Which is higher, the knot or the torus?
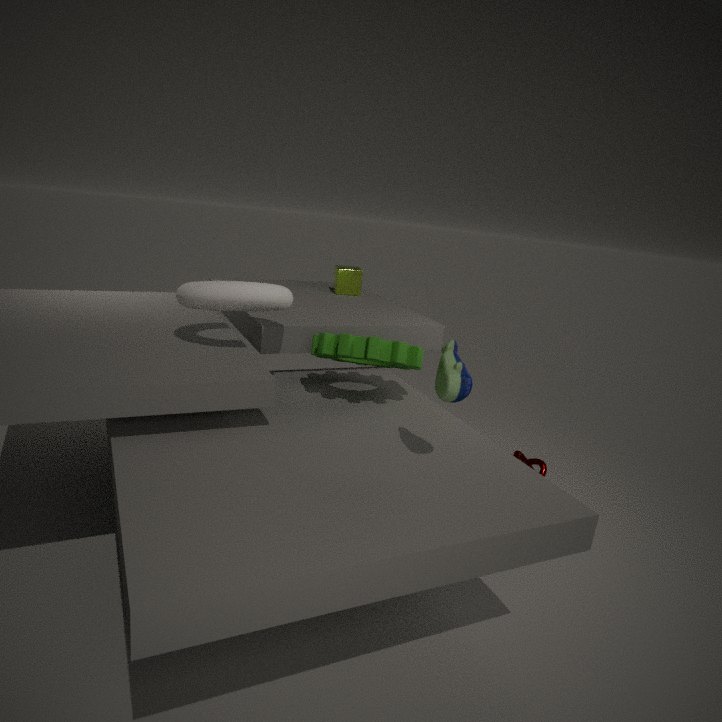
the torus
